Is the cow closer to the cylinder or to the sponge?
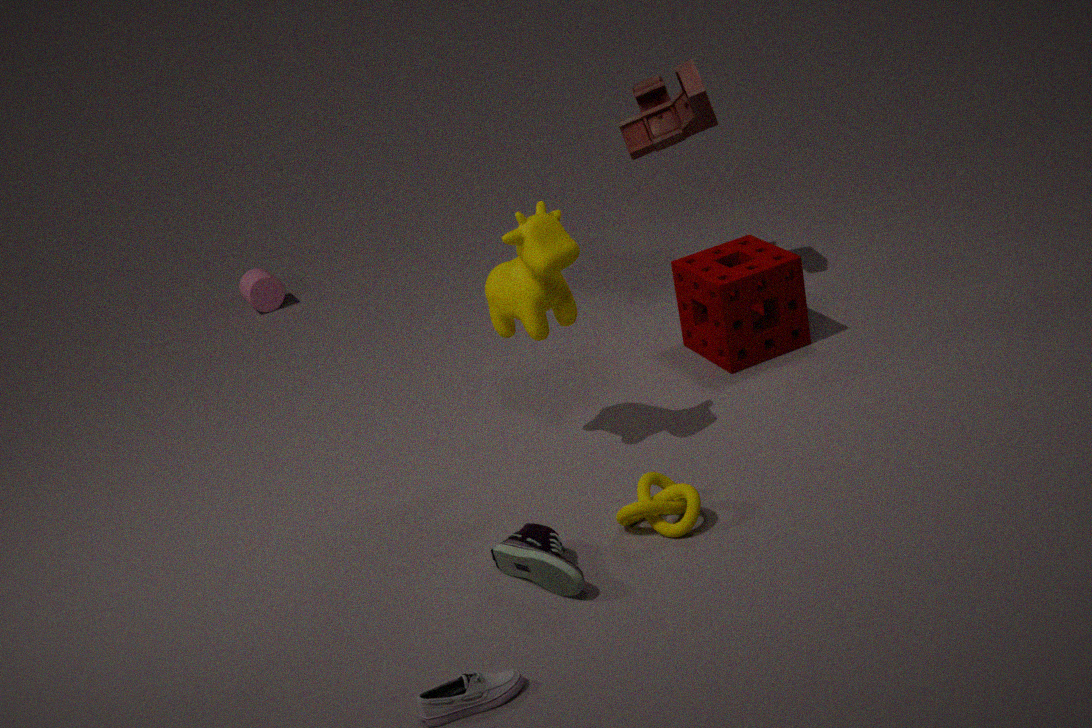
the sponge
